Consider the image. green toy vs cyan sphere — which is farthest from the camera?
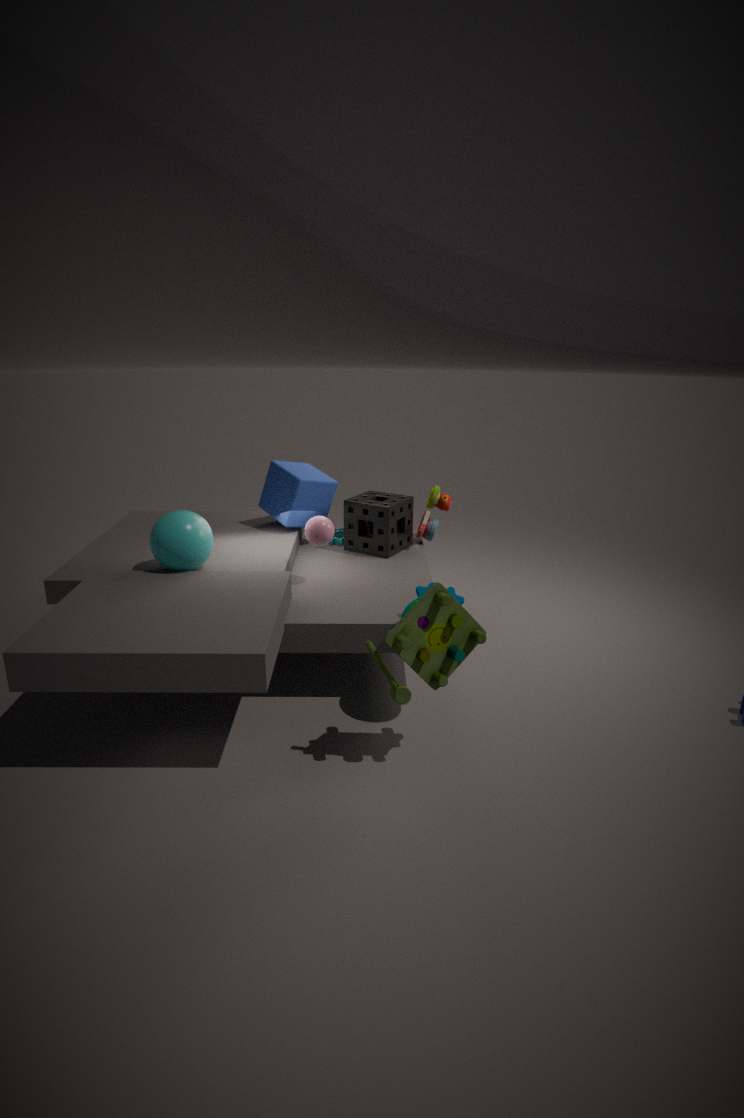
cyan sphere
